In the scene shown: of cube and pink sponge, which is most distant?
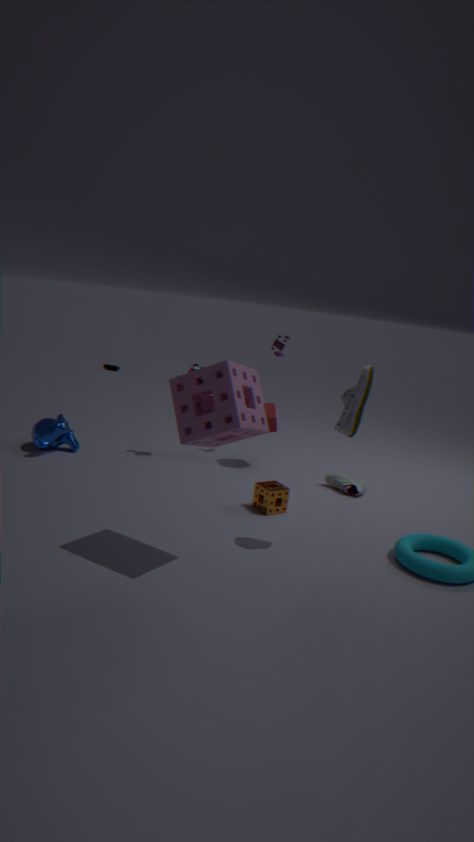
cube
